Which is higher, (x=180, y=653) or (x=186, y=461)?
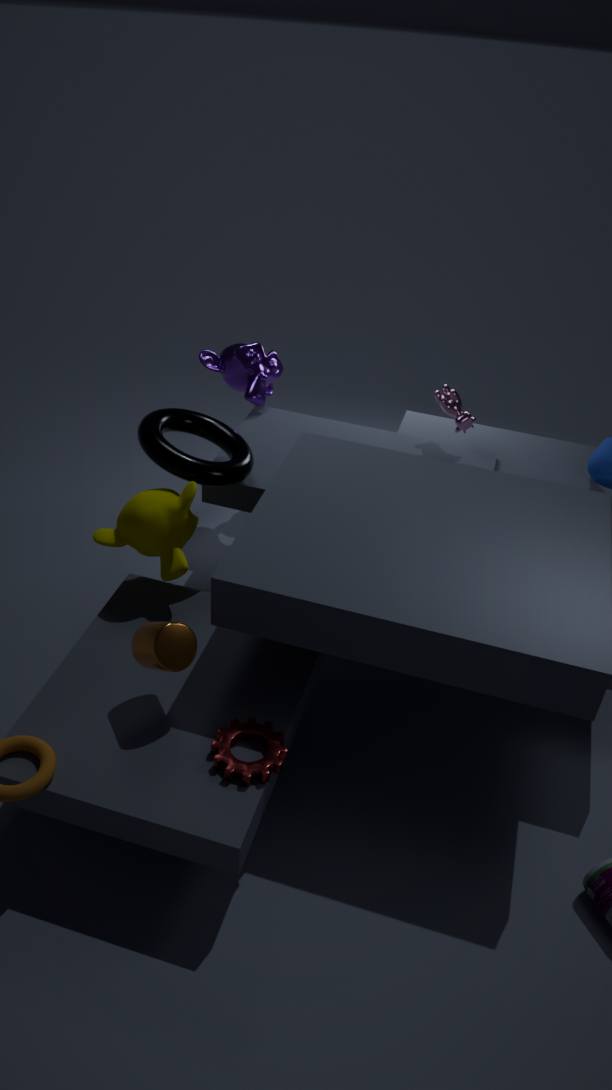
(x=186, y=461)
